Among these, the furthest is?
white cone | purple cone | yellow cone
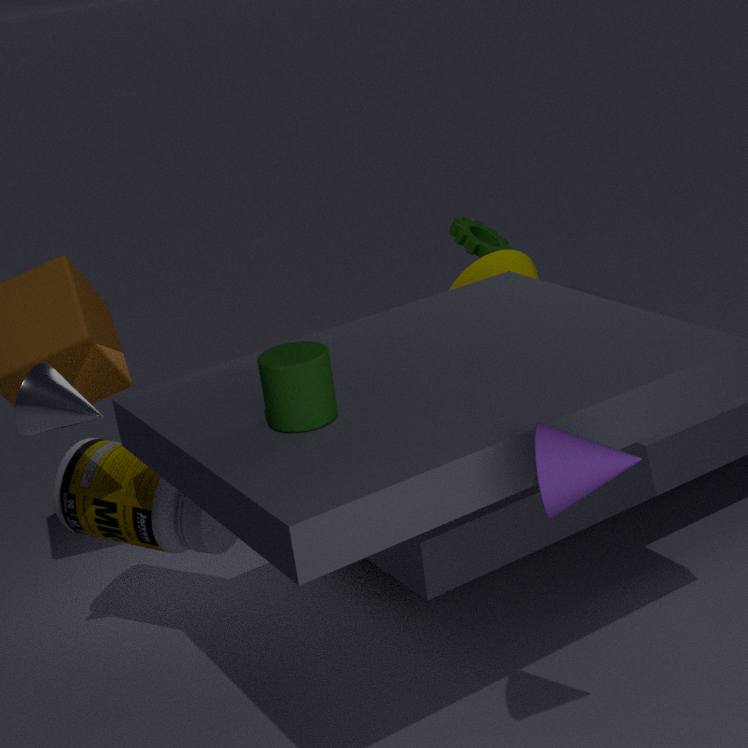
yellow cone
